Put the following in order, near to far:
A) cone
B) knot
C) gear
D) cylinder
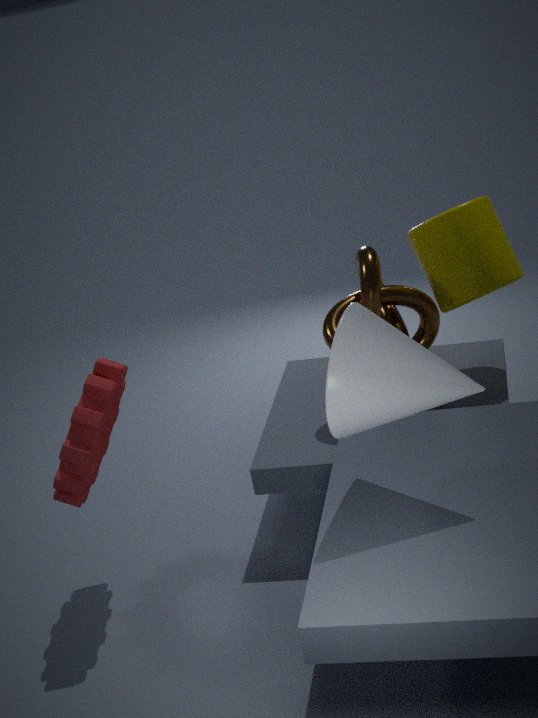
cone → gear → cylinder → knot
